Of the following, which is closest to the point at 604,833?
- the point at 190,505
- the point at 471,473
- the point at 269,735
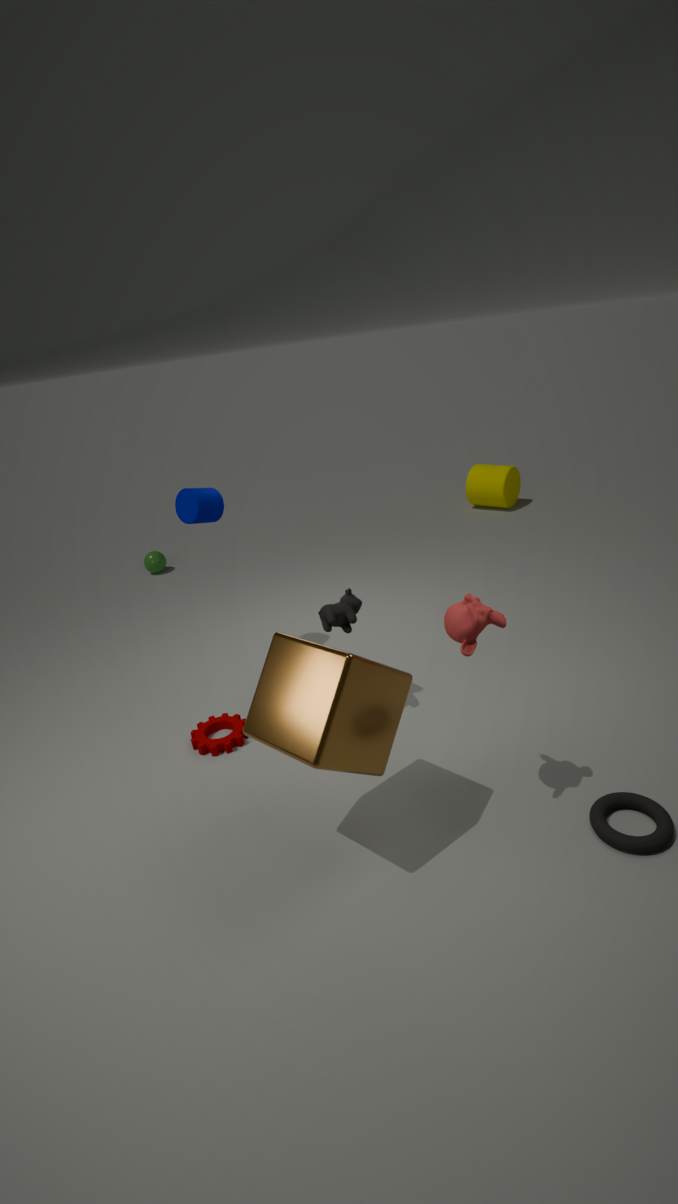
the point at 269,735
